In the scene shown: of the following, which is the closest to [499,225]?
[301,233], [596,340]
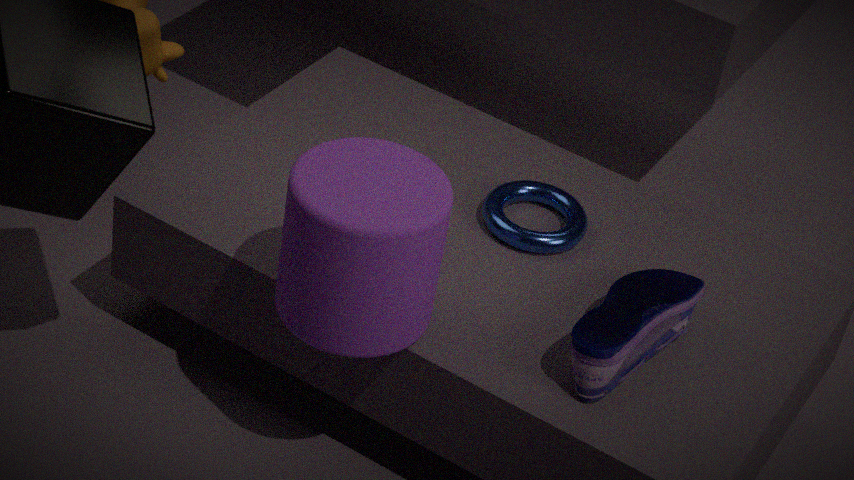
[596,340]
